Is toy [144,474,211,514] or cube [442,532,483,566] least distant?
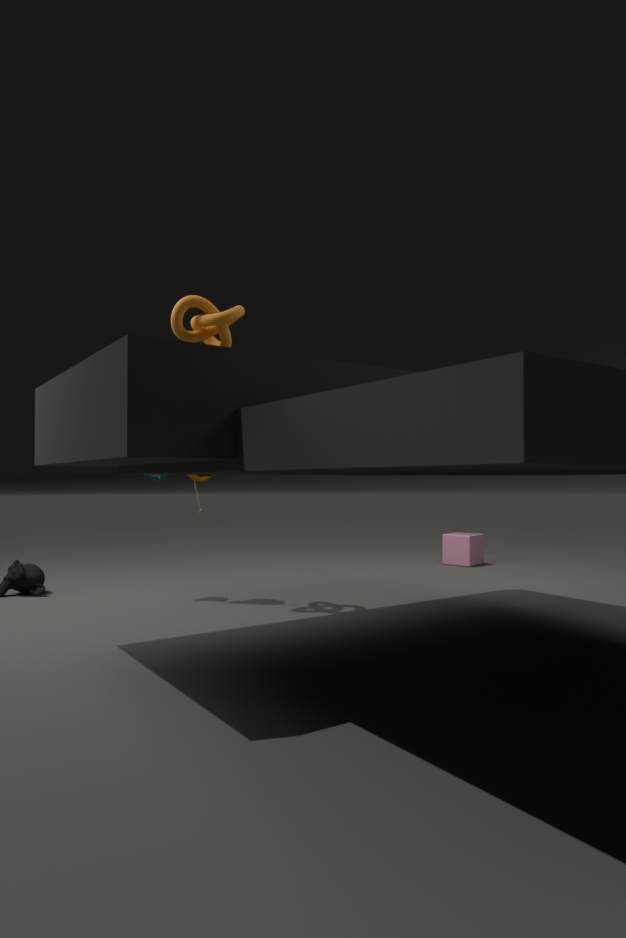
toy [144,474,211,514]
